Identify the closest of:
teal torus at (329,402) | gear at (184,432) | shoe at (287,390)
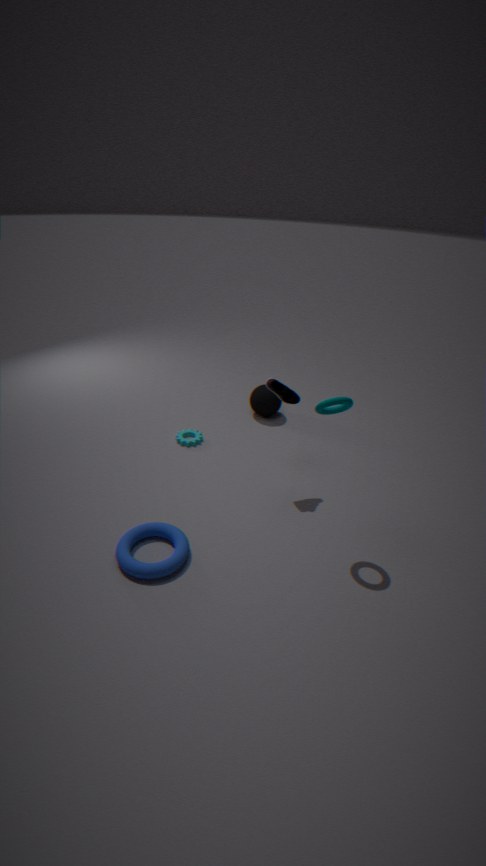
teal torus at (329,402)
